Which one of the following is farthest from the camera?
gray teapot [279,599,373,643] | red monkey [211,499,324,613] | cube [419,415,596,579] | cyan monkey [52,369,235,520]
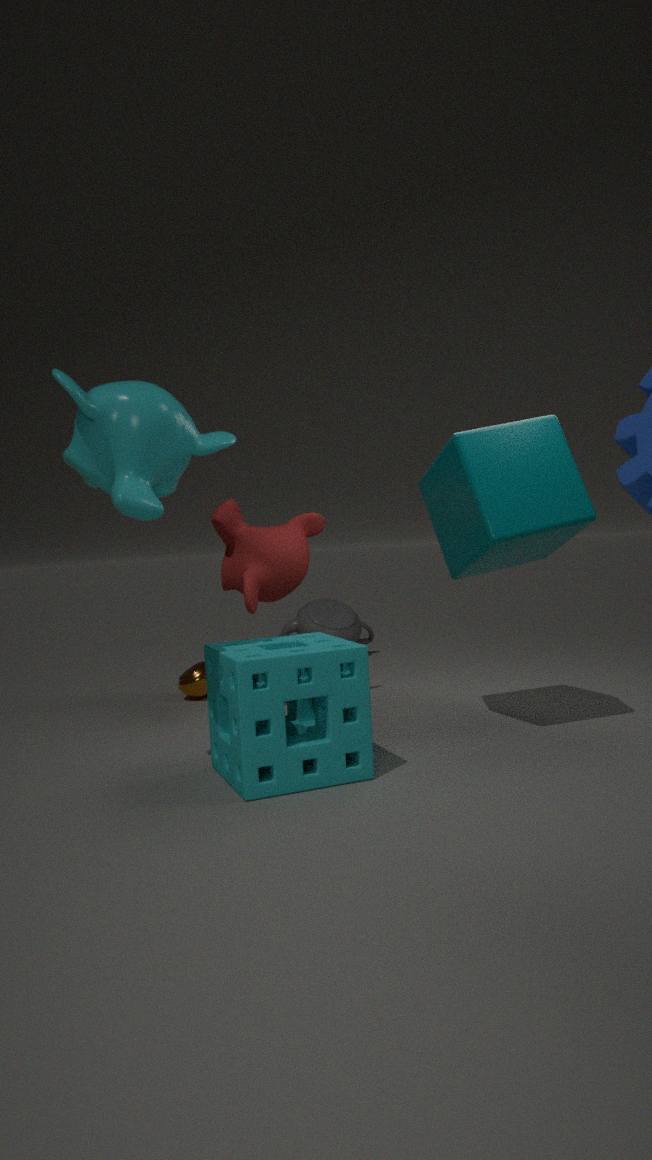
gray teapot [279,599,373,643]
